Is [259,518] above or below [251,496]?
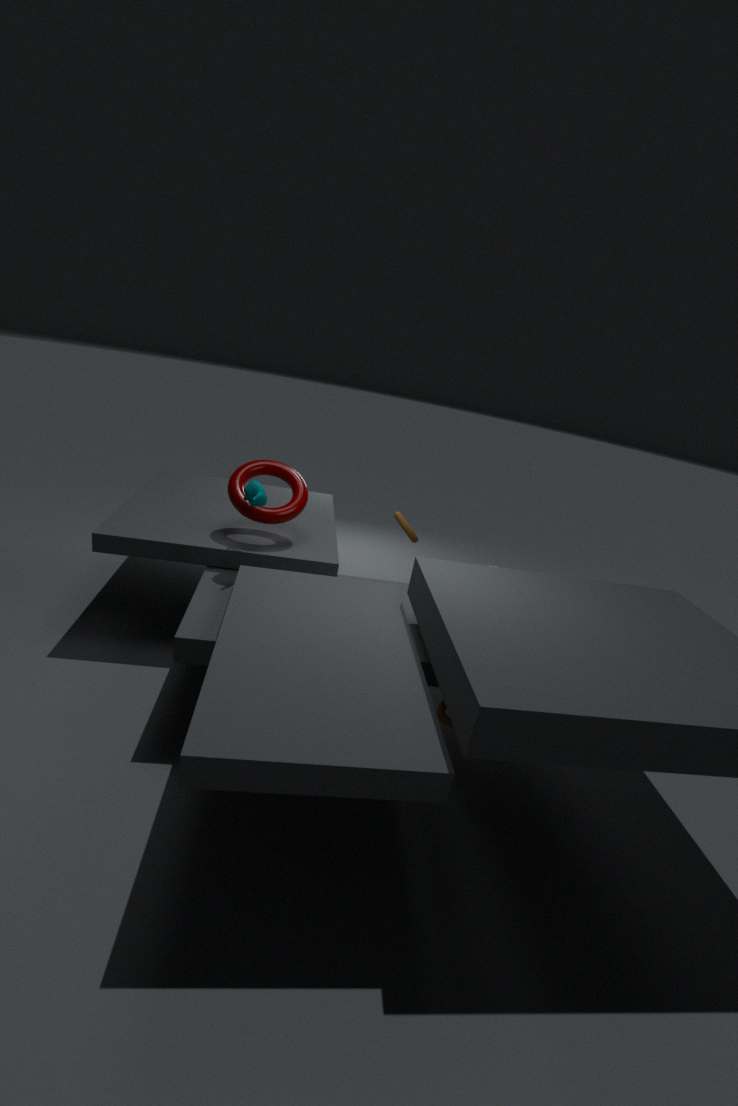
below
